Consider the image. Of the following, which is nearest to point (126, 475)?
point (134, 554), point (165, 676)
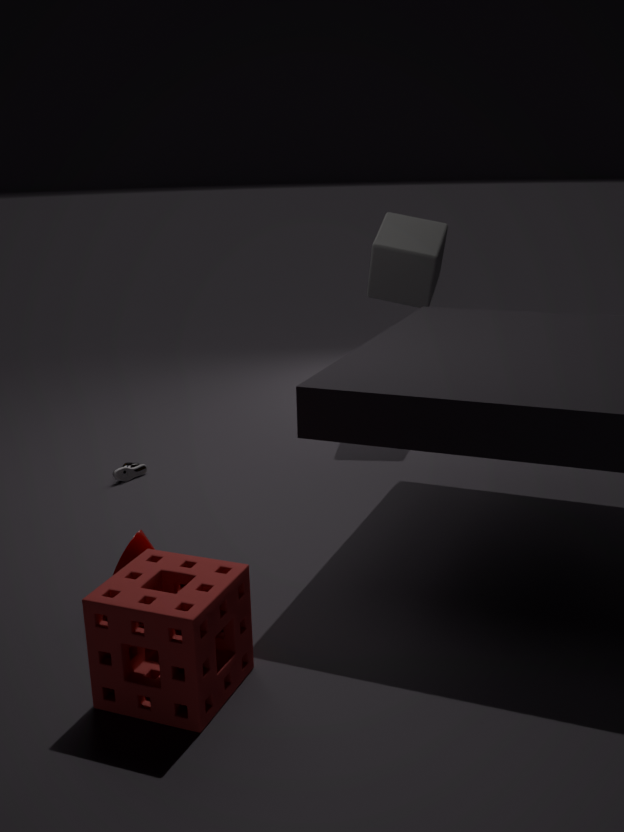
point (134, 554)
